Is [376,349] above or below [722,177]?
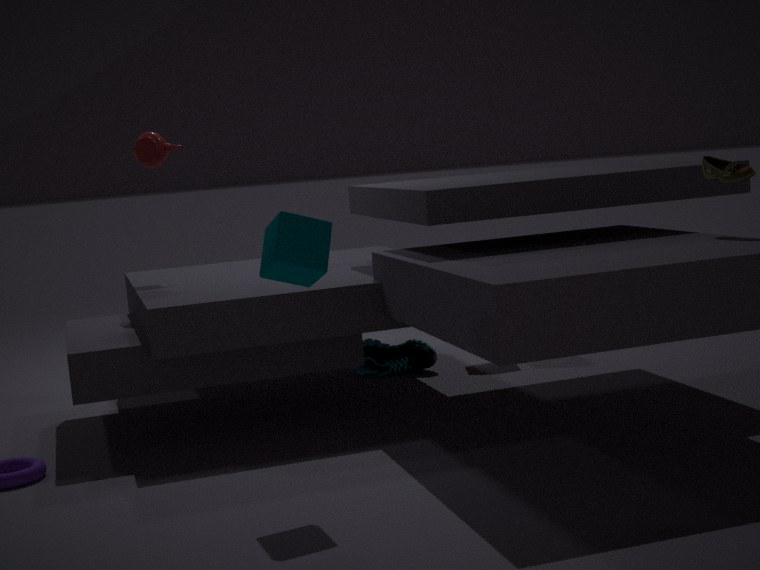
below
